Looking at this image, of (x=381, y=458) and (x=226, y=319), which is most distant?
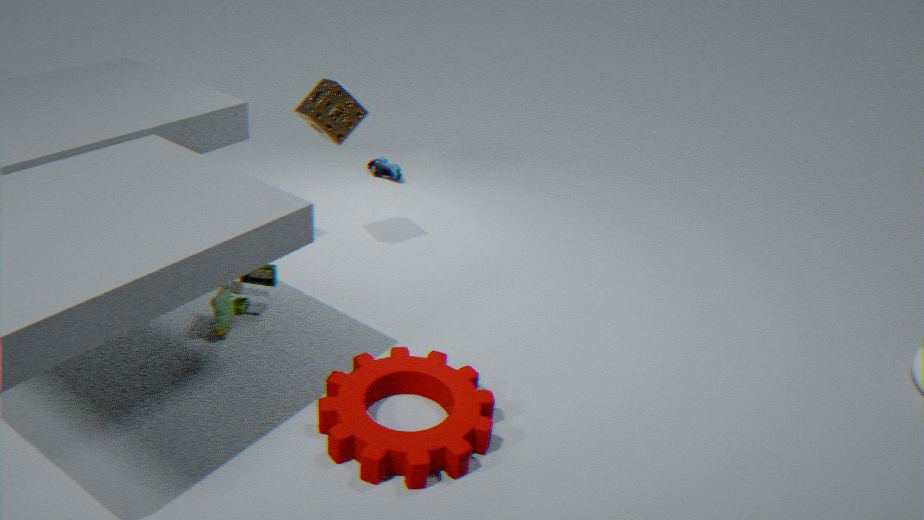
(x=226, y=319)
